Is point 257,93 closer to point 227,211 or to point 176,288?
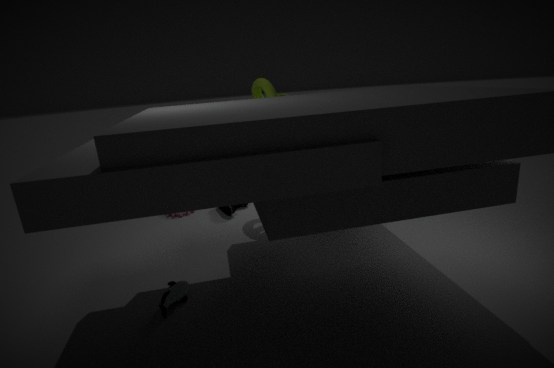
point 227,211
